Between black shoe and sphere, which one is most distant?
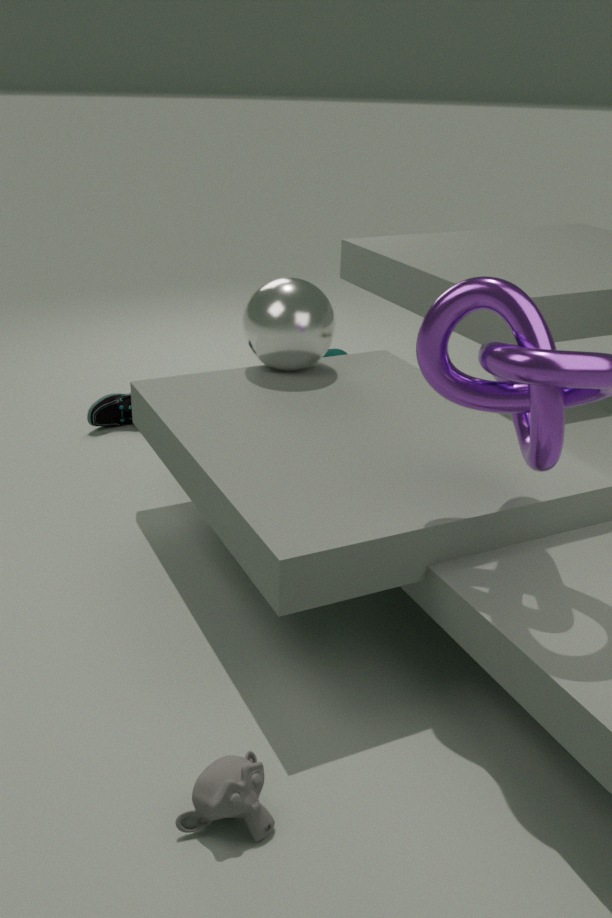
black shoe
